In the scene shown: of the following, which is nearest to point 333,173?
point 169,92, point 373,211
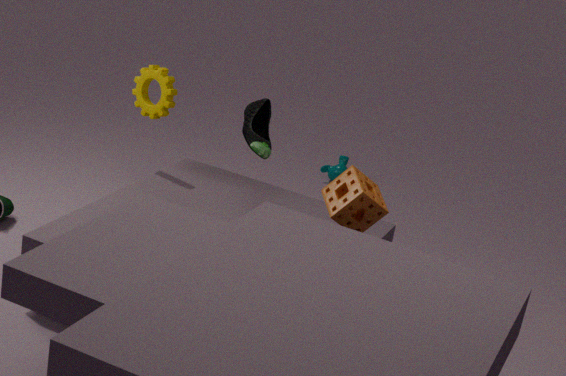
point 169,92
